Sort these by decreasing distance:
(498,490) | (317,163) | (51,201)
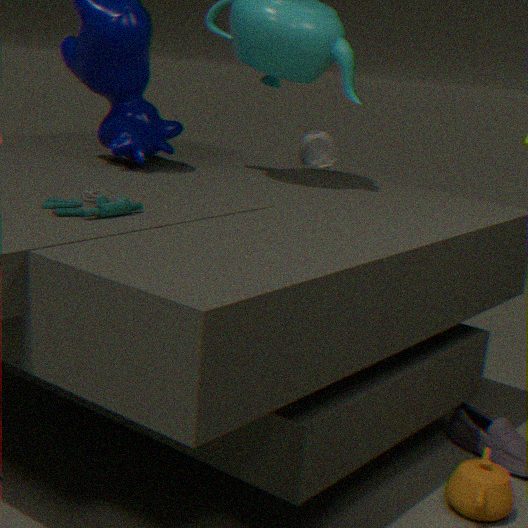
(317,163), (498,490), (51,201)
